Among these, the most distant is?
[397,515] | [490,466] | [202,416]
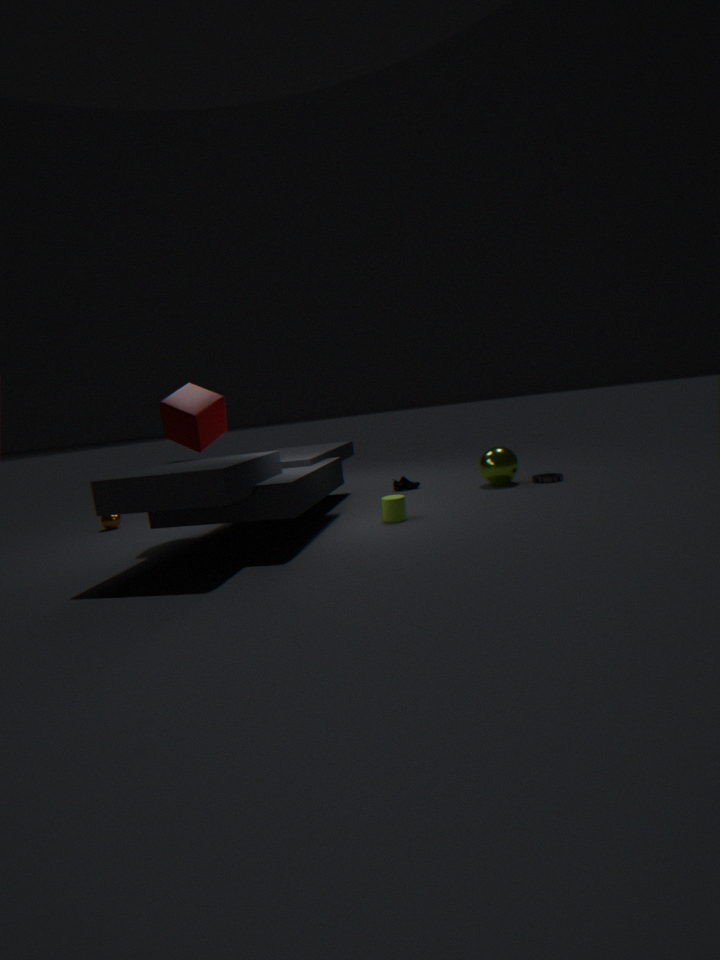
[490,466]
